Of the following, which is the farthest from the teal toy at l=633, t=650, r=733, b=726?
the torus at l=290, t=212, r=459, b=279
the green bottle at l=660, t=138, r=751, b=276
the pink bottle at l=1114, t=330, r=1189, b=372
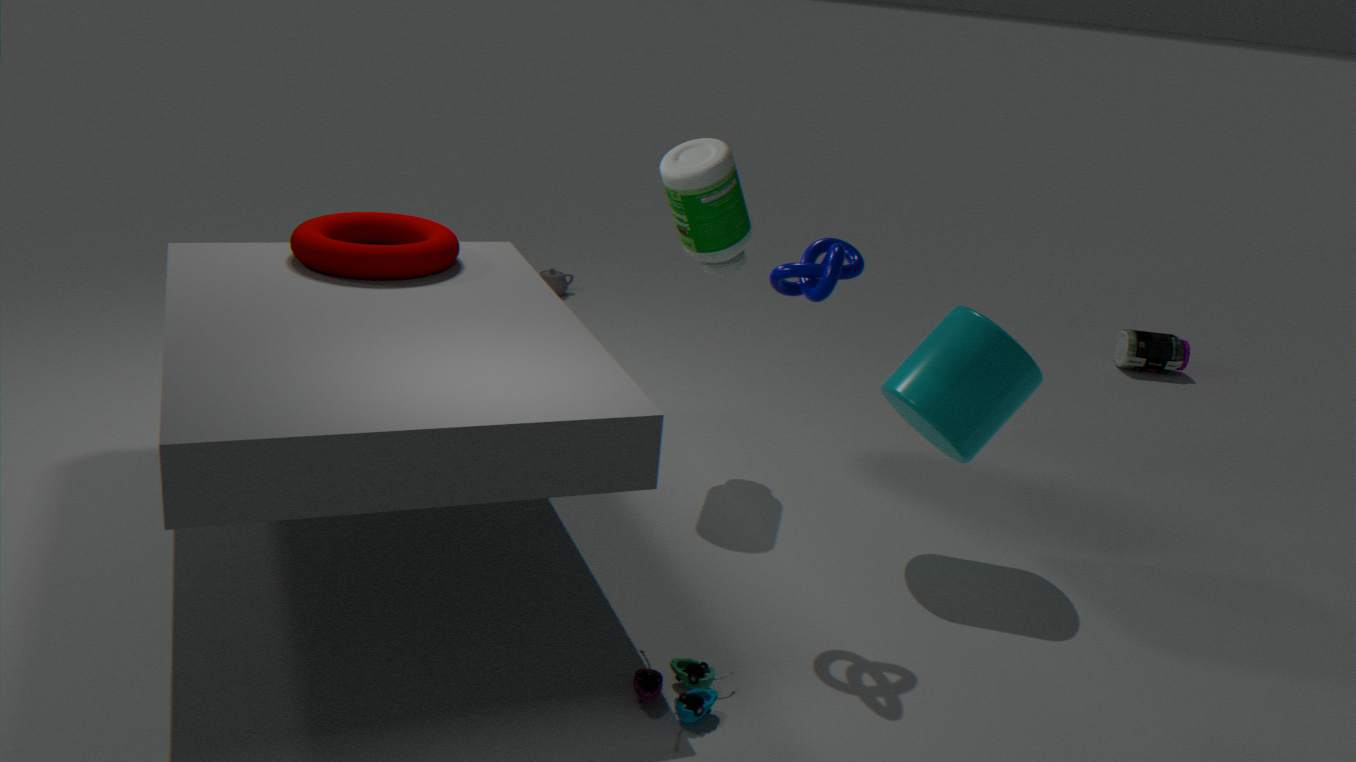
the pink bottle at l=1114, t=330, r=1189, b=372
